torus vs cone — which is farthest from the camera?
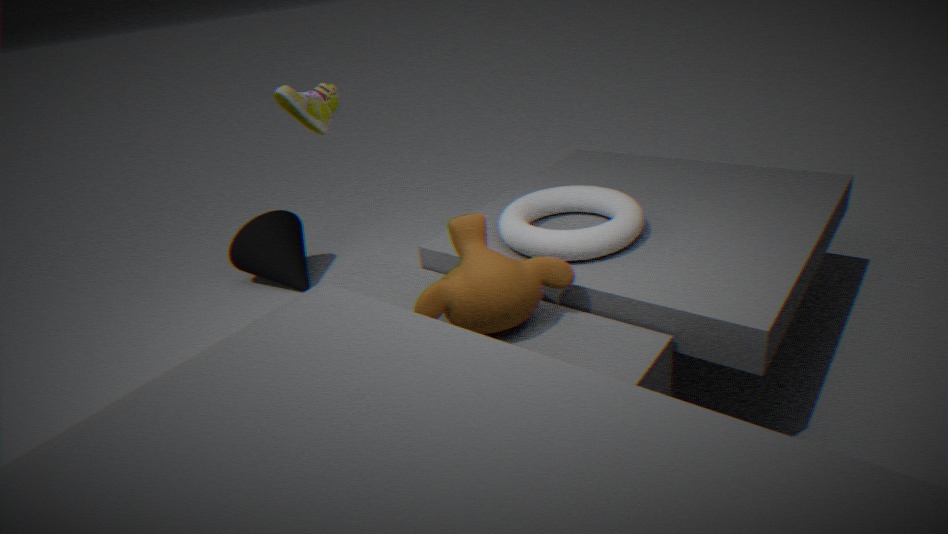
cone
